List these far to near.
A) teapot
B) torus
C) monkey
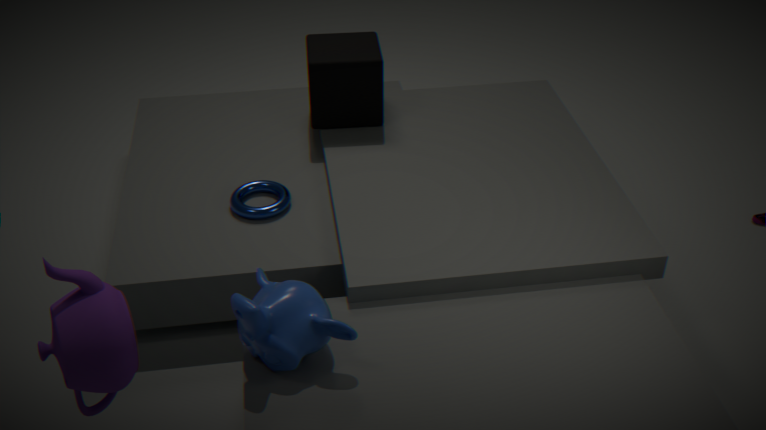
1. torus
2. monkey
3. teapot
